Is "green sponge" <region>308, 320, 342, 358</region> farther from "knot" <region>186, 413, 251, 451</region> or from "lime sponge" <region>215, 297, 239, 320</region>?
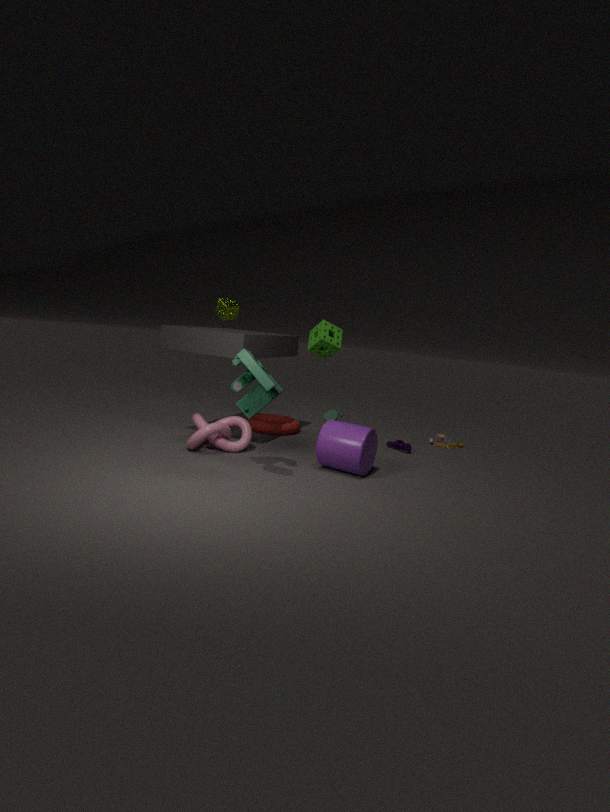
"lime sponge" <region>215, 297, 239, 320</region>
